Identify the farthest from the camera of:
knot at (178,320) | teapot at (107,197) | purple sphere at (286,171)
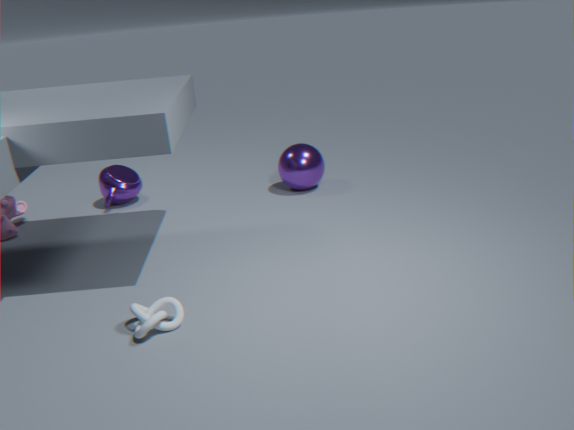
teapot at (107,197)
